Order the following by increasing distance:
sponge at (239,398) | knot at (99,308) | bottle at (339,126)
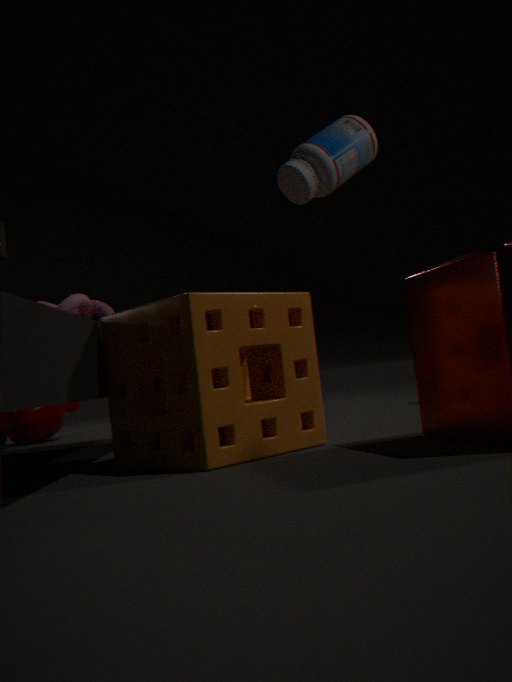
1. sponge at (239,398)
2. knot at (99,308)
3. bottle at (339,126)
